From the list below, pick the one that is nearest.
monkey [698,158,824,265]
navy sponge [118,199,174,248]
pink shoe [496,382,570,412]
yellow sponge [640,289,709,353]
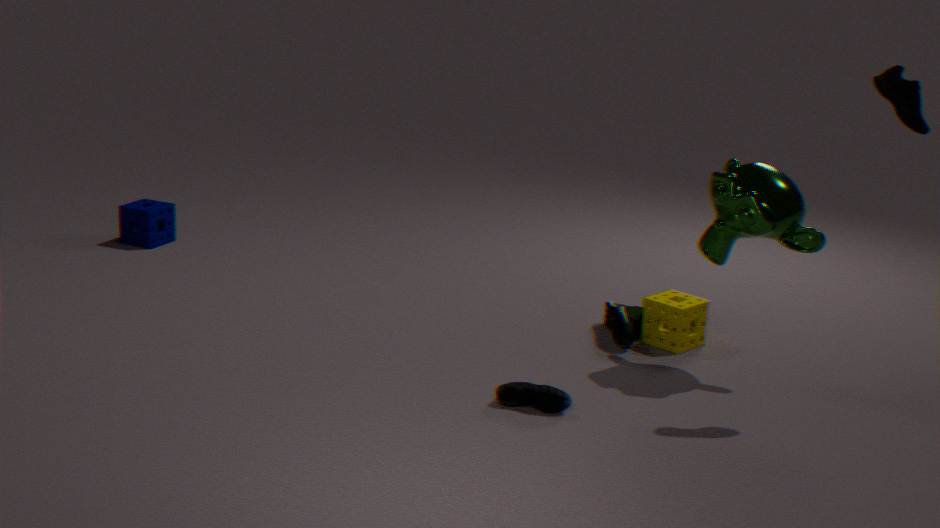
pink shoe [496,382,570,412]
